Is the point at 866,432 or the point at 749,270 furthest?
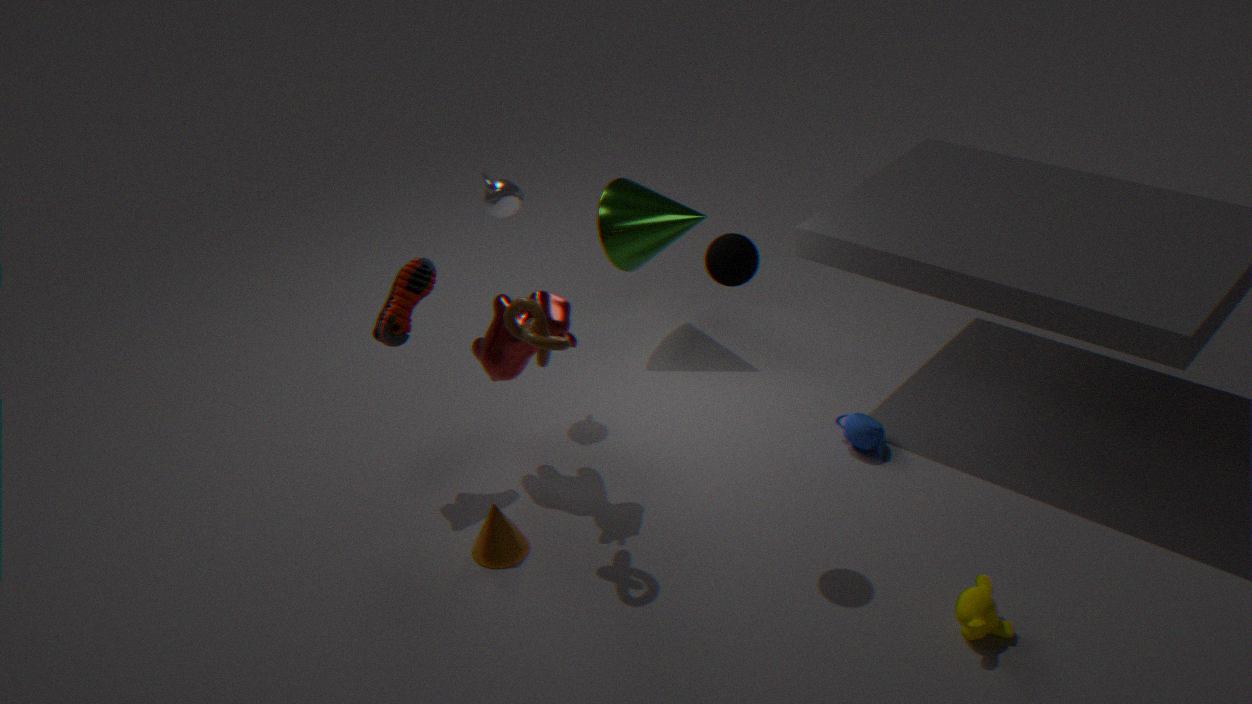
the point at 866,432
